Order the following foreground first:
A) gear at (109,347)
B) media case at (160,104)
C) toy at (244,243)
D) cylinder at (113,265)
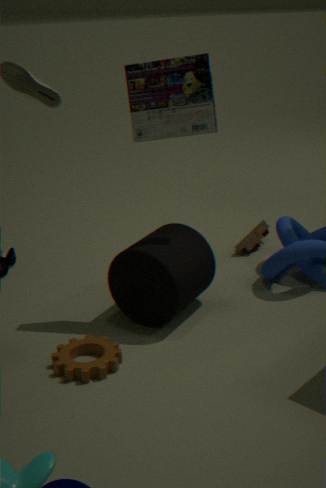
gear at (109,347)
media case at (160,104)
cylinder at (113,265)
toy at (244,243)
